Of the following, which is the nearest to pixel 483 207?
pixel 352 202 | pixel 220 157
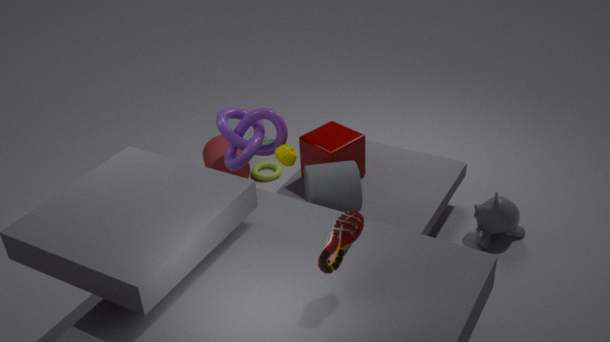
pixel 352 202
